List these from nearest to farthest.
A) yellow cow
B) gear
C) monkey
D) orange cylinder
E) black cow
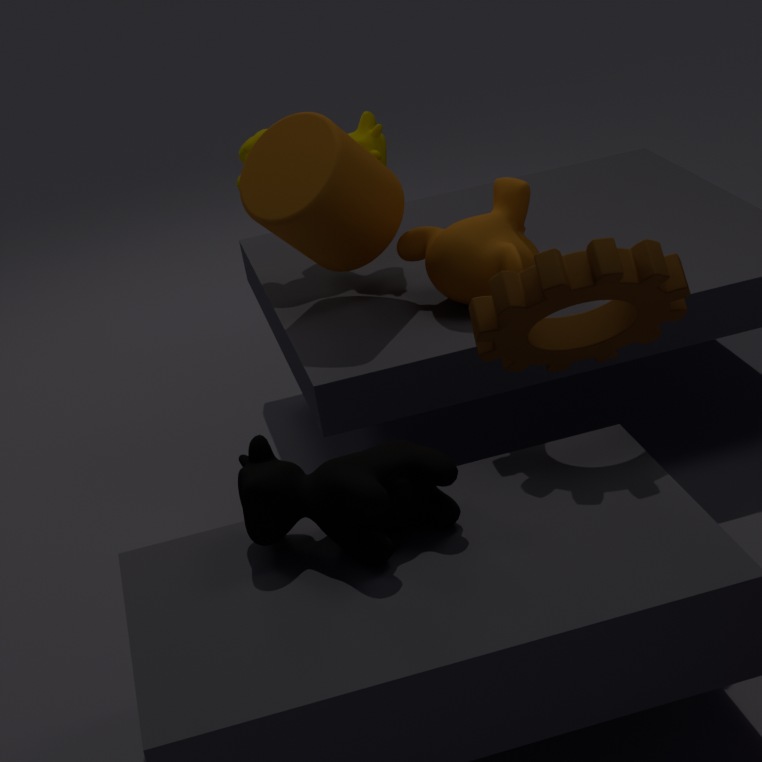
black cow
gear
monkey
orange cylinder
yellow cow
